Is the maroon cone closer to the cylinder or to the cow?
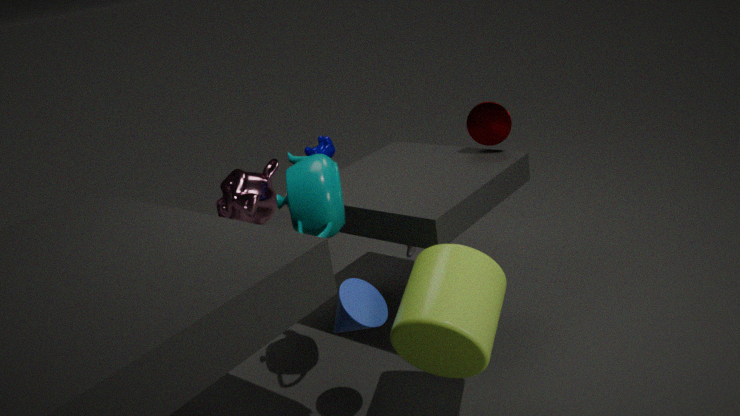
the cow
